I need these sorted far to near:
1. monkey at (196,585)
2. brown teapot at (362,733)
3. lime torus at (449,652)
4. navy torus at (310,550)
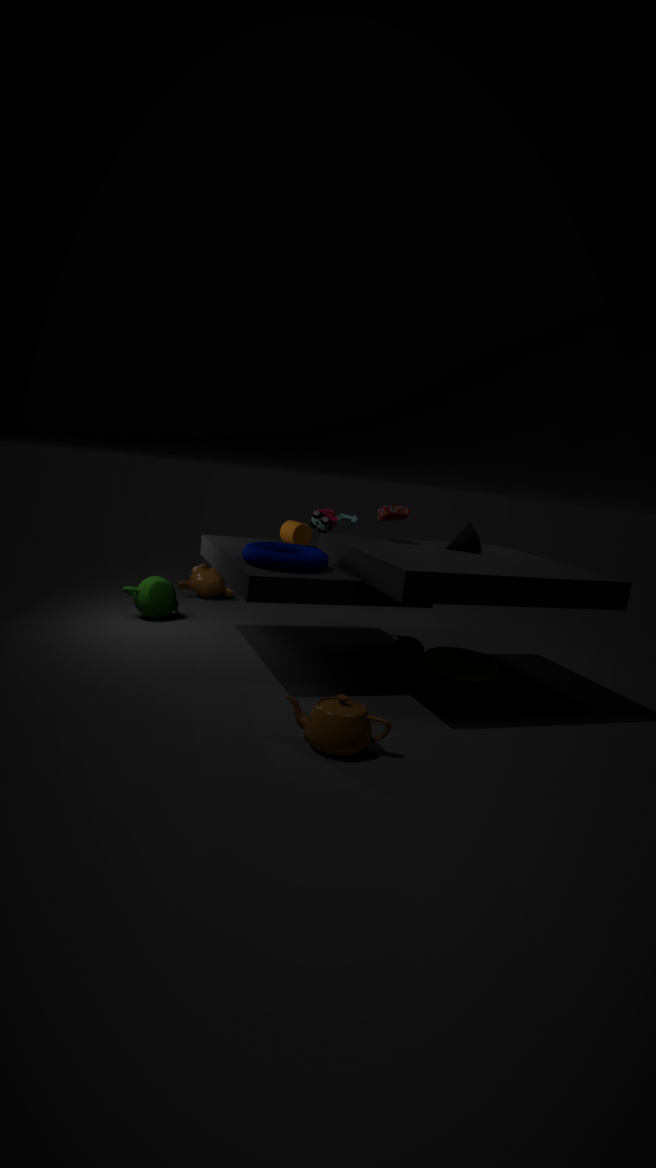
monkey at (196,585)
lime torus at (449,652)
navy torus at (310,550)
brown teapot at (362,733)
